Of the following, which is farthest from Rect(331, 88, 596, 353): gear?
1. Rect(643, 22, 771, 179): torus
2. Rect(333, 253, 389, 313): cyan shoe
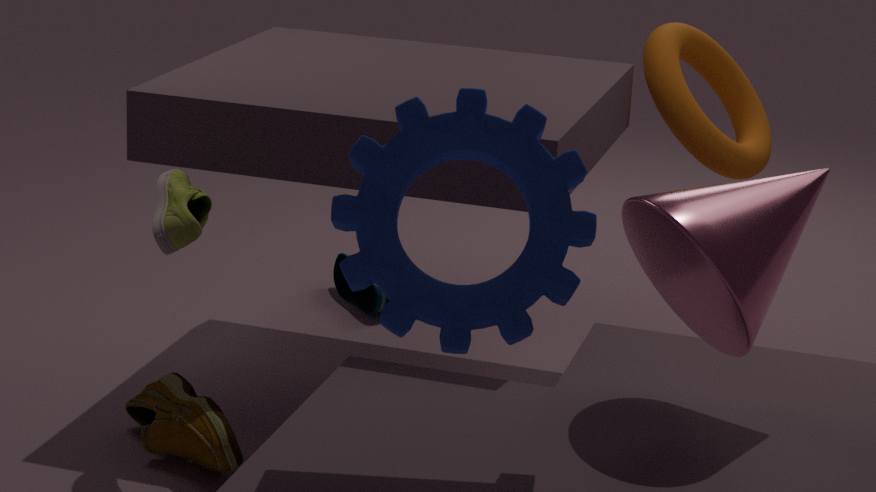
Rect(333, 253, 389, 313): cyan shoe
